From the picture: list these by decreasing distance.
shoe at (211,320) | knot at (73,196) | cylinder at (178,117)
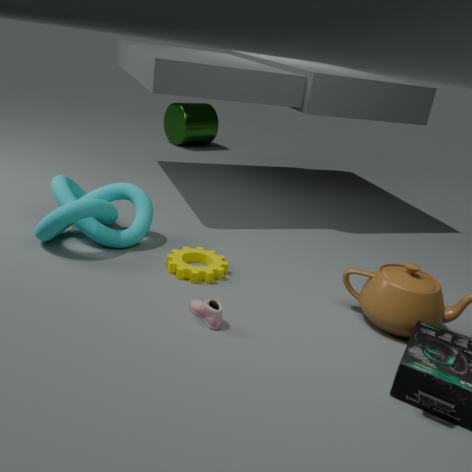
cylinder at (178,117)
knot at (73,196)
shoe at (211,320)
